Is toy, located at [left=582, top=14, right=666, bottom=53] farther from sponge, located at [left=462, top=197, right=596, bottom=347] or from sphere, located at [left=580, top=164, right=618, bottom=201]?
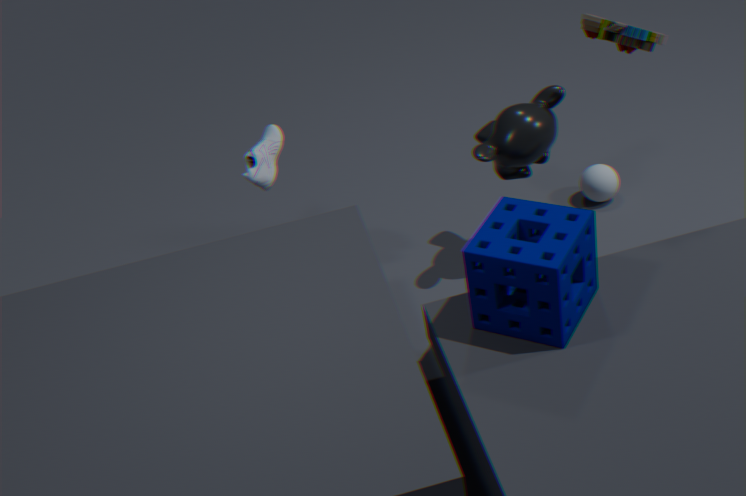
sphere, located at [left=580, top=164, right=618, bottom=201]
